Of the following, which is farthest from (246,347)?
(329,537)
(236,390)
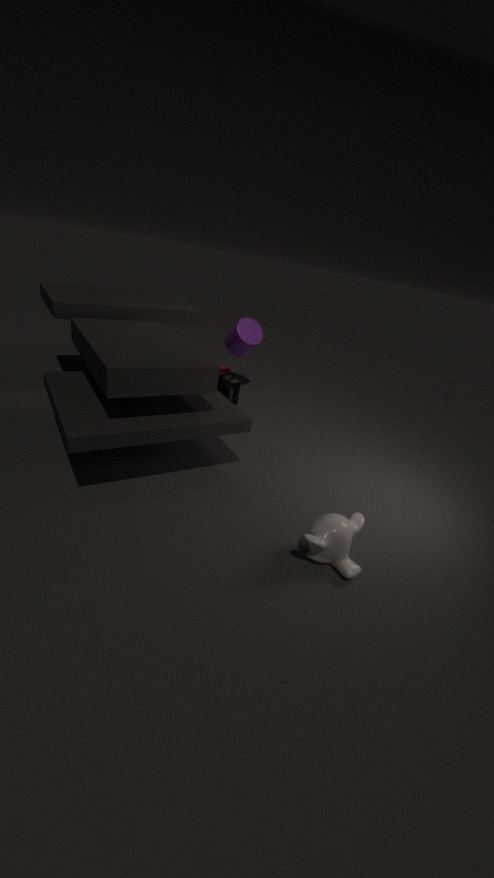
(329,537)
